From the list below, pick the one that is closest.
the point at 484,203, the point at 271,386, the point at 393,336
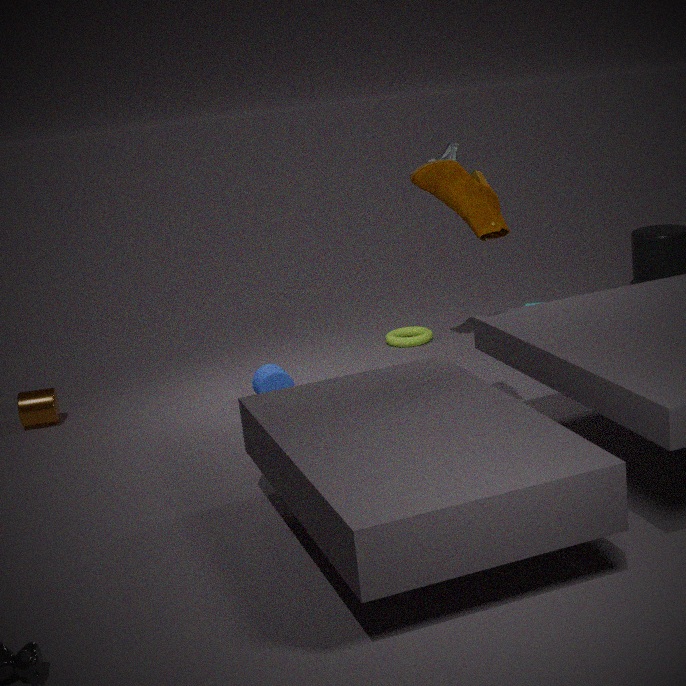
the point at 484,203
